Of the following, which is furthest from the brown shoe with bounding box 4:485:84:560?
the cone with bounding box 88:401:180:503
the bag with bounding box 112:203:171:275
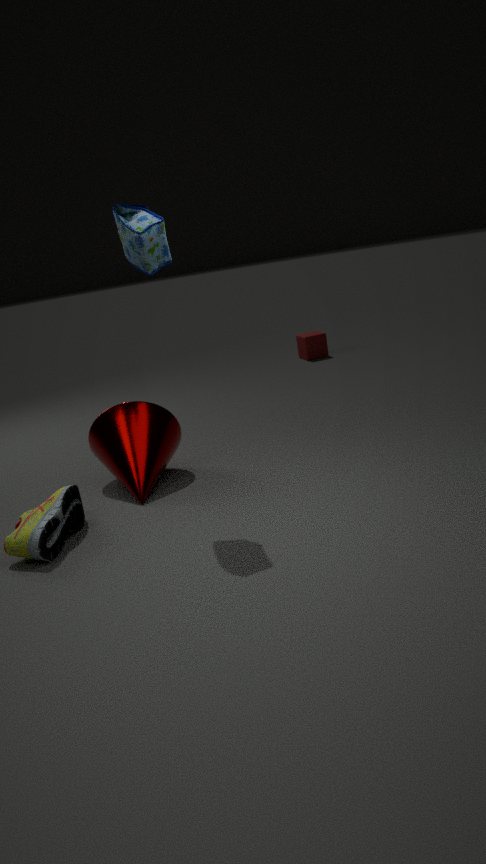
the bag with bounding box 112:203:171:275
